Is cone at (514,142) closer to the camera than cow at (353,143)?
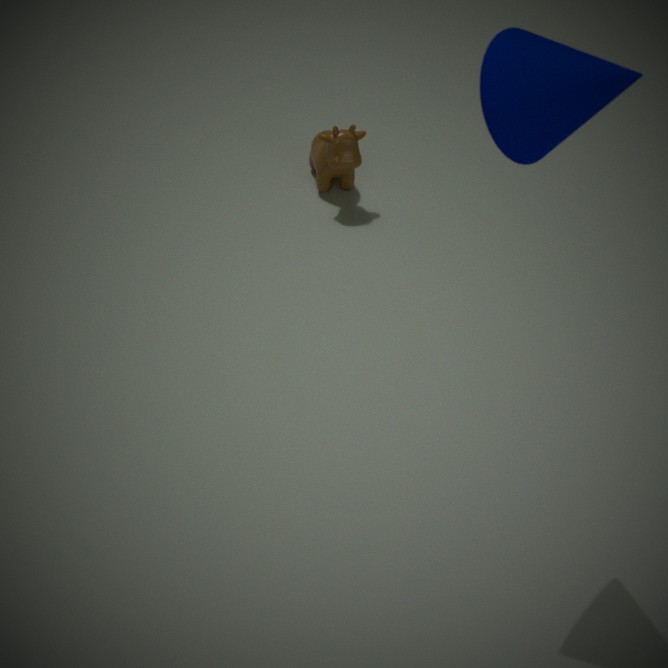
Yes
